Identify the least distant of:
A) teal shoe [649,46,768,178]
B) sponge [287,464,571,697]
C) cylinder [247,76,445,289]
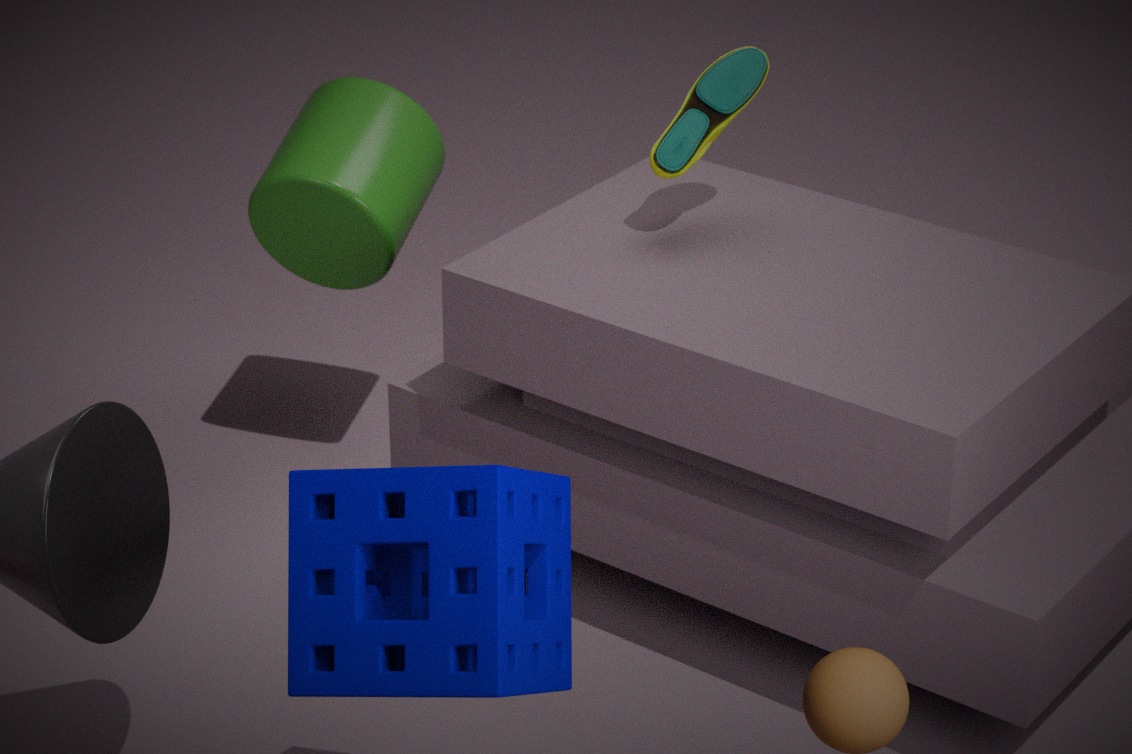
sponge [287,464,571,697]
